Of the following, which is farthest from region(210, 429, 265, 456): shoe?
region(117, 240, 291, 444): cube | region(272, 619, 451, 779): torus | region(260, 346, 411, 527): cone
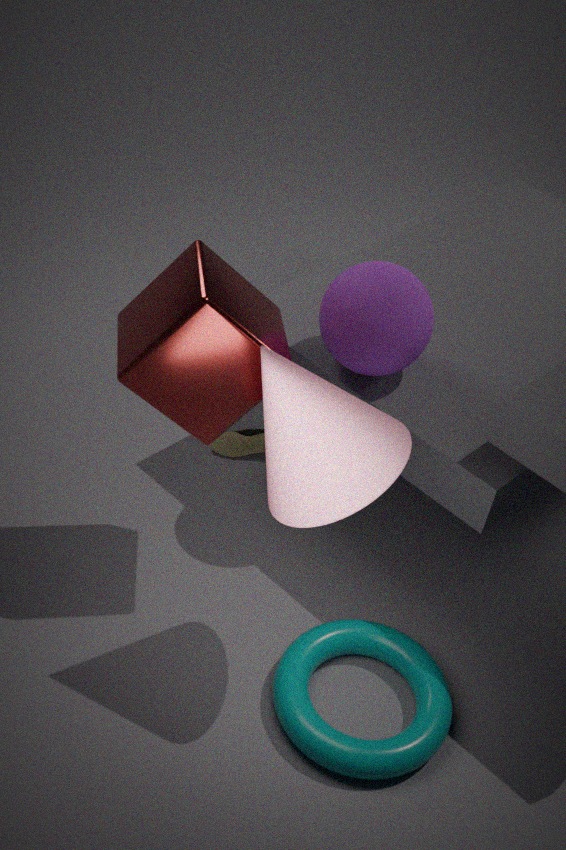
region(260, 346, 411, 527): cone
